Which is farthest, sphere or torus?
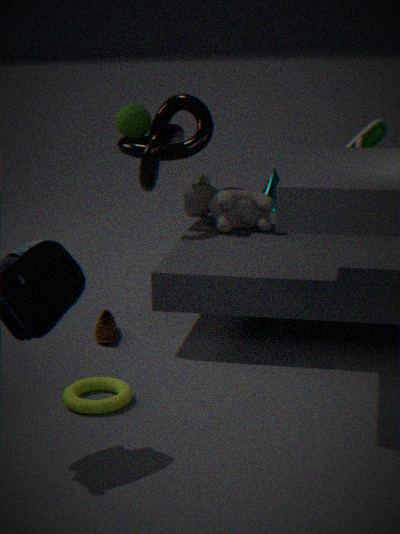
sphere
